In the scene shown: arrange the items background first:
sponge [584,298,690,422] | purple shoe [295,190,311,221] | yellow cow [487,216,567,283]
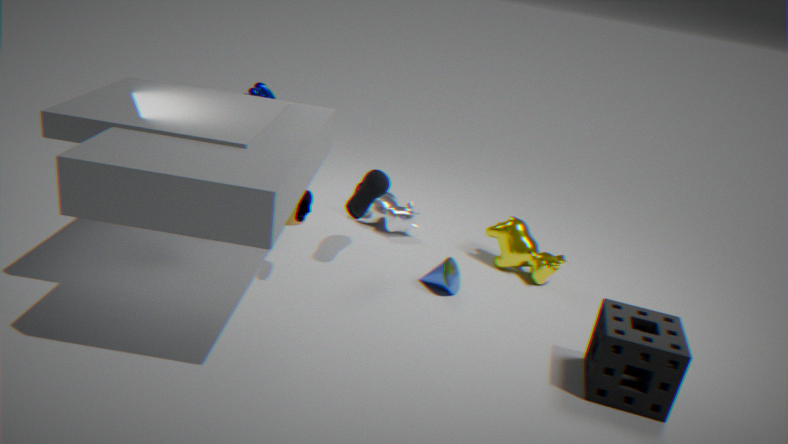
1. yellow cow [487,216,567,283]
2. purple shoe [295,190,311,221]
3. sponge [584,298,690,422]
